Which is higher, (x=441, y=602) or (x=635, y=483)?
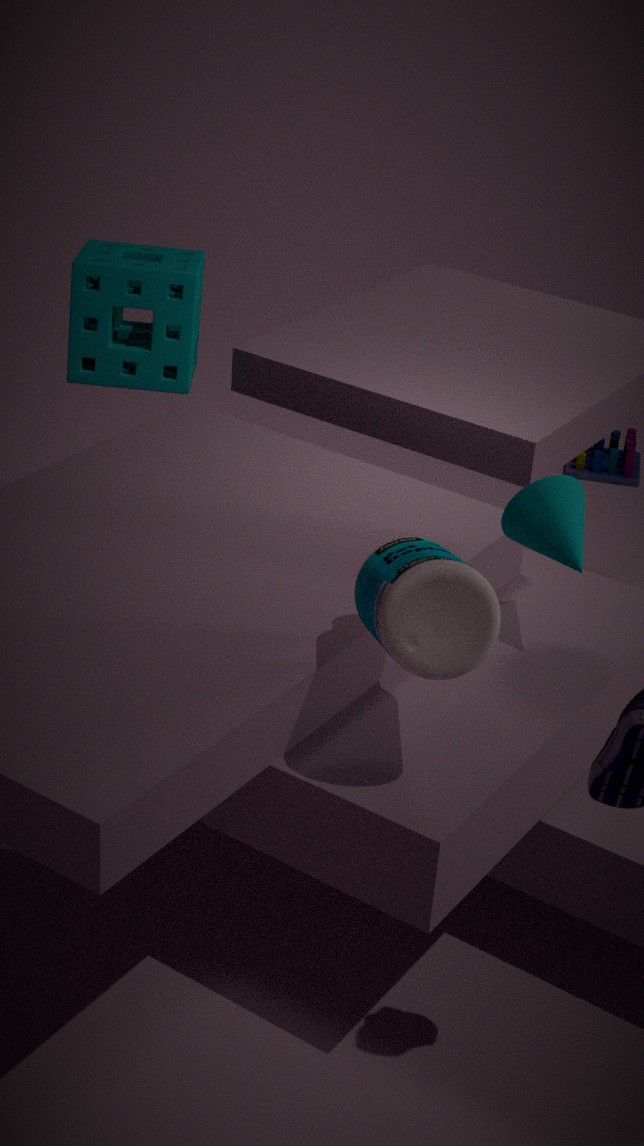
(x=441, y=602)
